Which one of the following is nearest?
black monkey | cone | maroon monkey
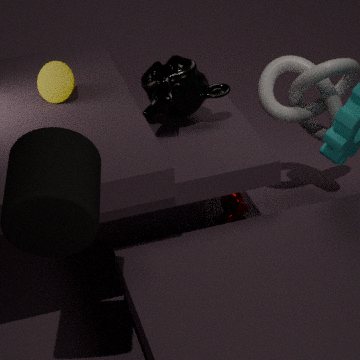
black monkey
